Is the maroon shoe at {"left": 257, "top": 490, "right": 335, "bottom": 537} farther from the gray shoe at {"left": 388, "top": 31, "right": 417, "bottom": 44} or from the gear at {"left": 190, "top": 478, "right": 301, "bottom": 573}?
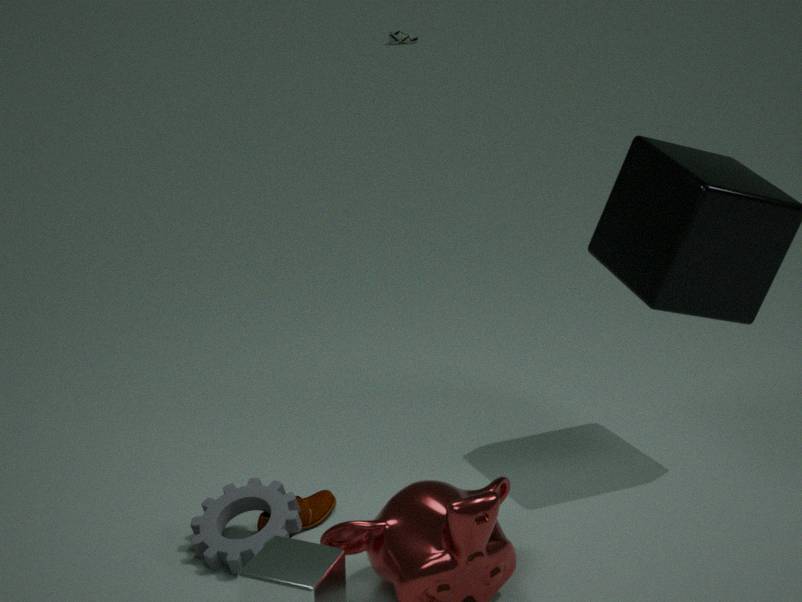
the gray shoe at {"left": 388, "top": 31, "right": 417, "bottom": 44}
